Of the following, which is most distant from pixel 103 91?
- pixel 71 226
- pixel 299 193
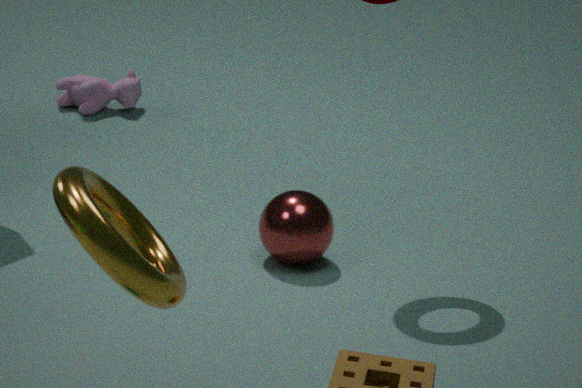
pixel 71 226
